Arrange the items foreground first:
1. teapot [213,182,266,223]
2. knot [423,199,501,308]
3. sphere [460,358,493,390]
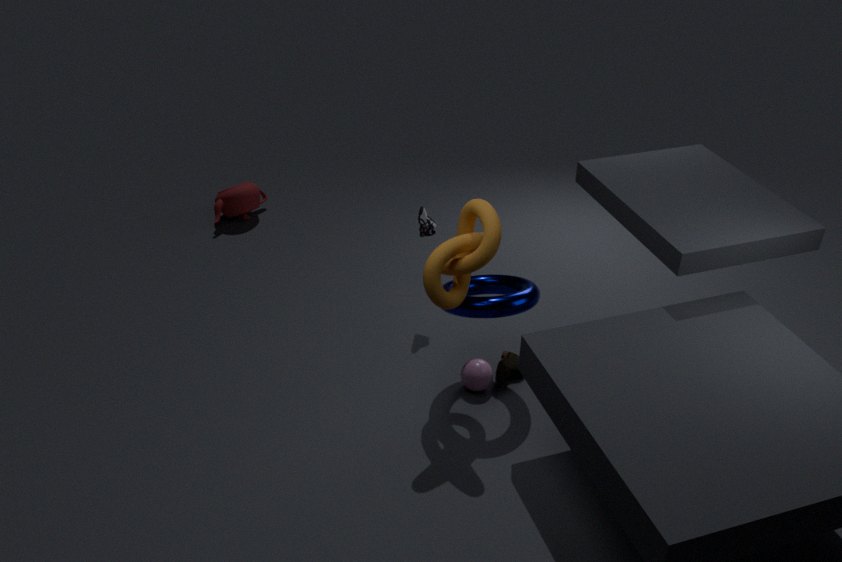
knot [423,199,501,308]
sphere [460,358,493,390]
teapot [213,182,266,223]
